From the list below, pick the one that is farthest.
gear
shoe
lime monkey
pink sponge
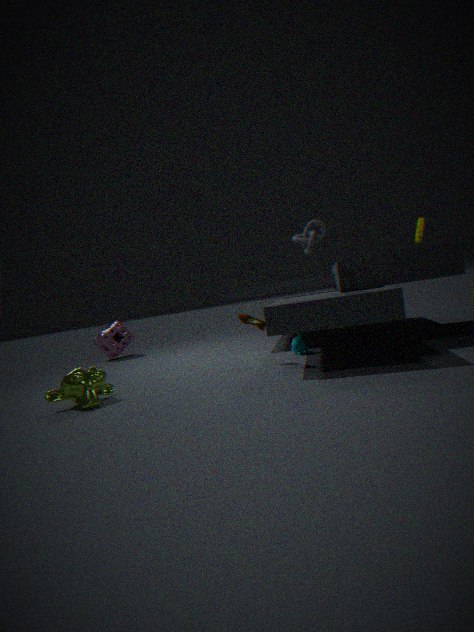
pink sponge
